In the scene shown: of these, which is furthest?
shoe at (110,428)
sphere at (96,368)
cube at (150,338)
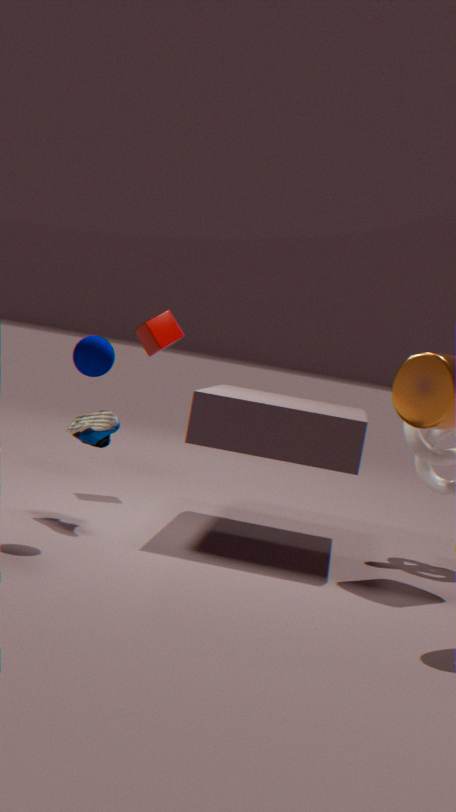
cube at (150,338)
